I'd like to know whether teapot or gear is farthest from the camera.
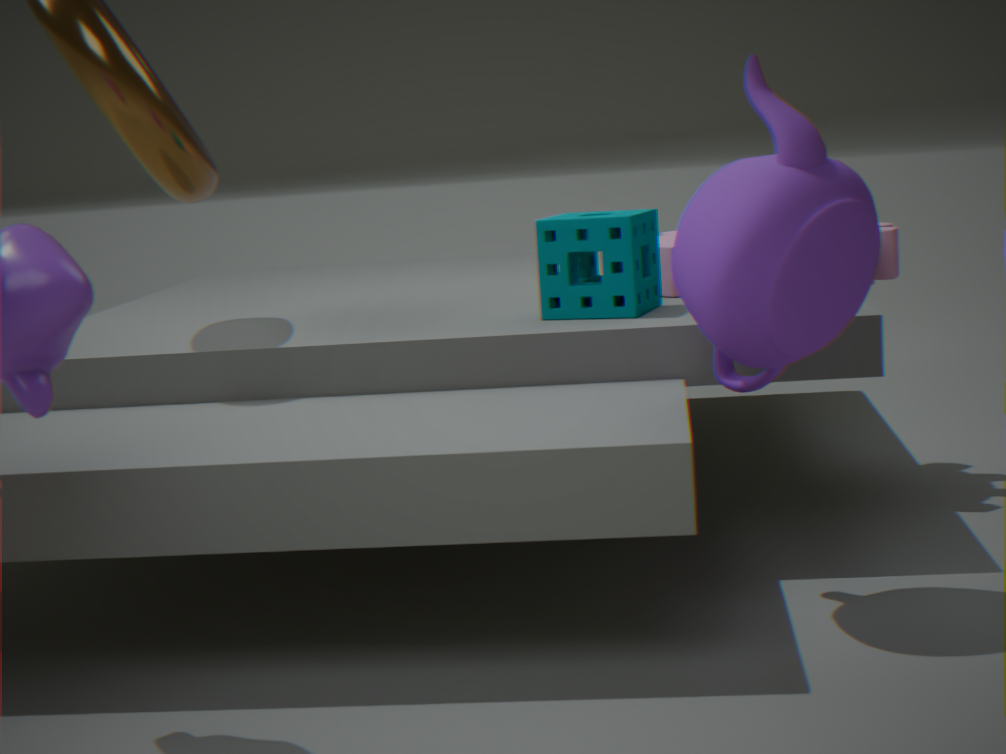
gear
